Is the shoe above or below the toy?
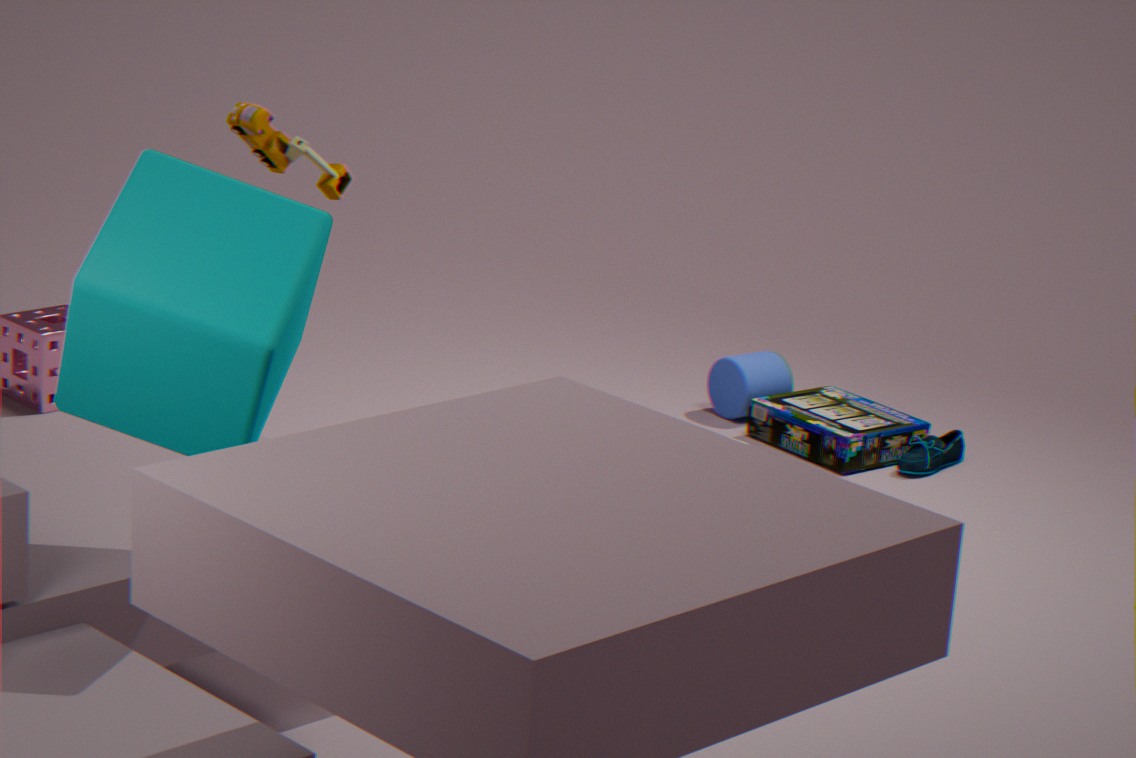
below
